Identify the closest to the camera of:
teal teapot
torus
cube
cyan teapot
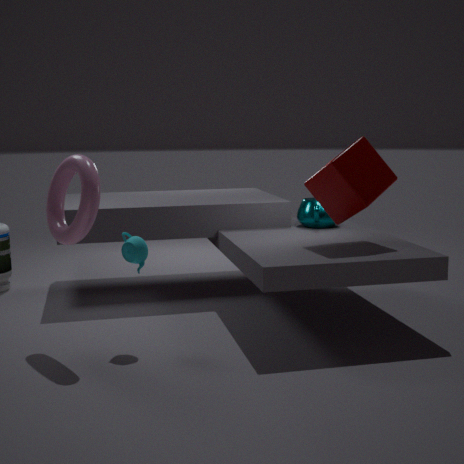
torus
